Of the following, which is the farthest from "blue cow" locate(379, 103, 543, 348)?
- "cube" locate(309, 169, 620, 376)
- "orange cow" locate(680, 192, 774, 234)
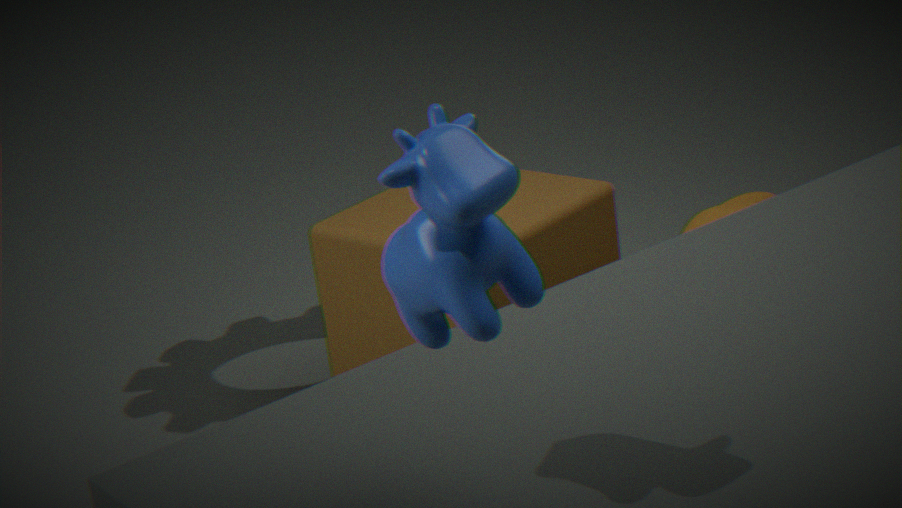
"orange cow" locate(680, 192, 774, 234)
